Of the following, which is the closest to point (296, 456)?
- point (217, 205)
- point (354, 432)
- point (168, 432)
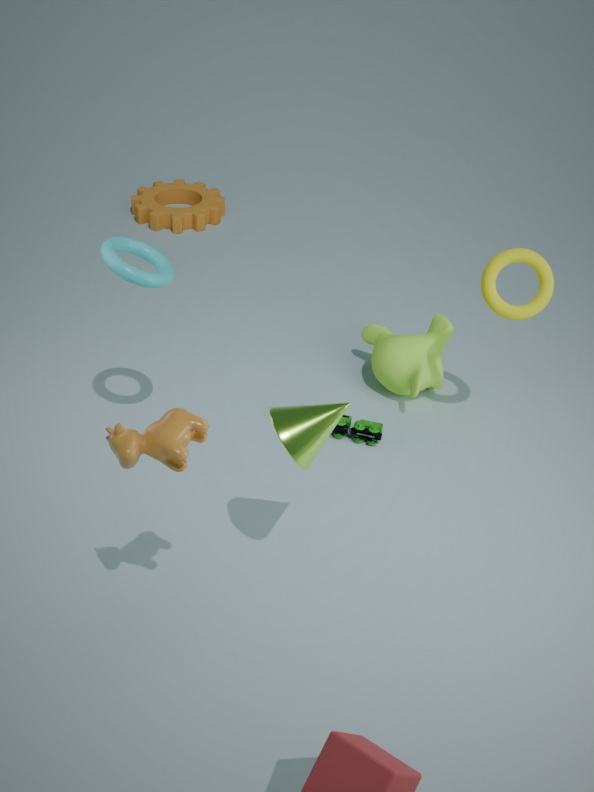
point (168, 432)
